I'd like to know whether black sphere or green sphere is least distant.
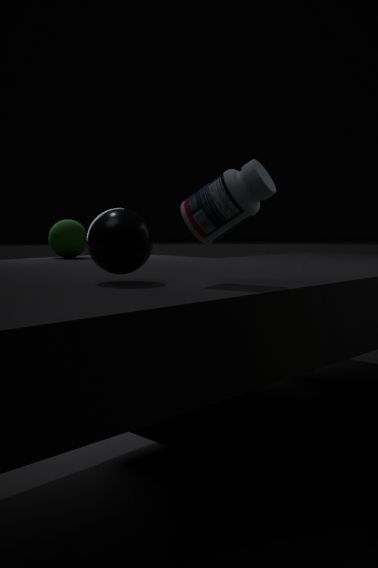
black sphere
